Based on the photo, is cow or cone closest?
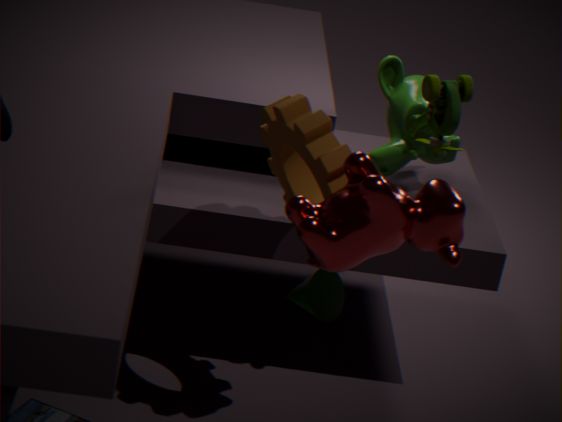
cow
